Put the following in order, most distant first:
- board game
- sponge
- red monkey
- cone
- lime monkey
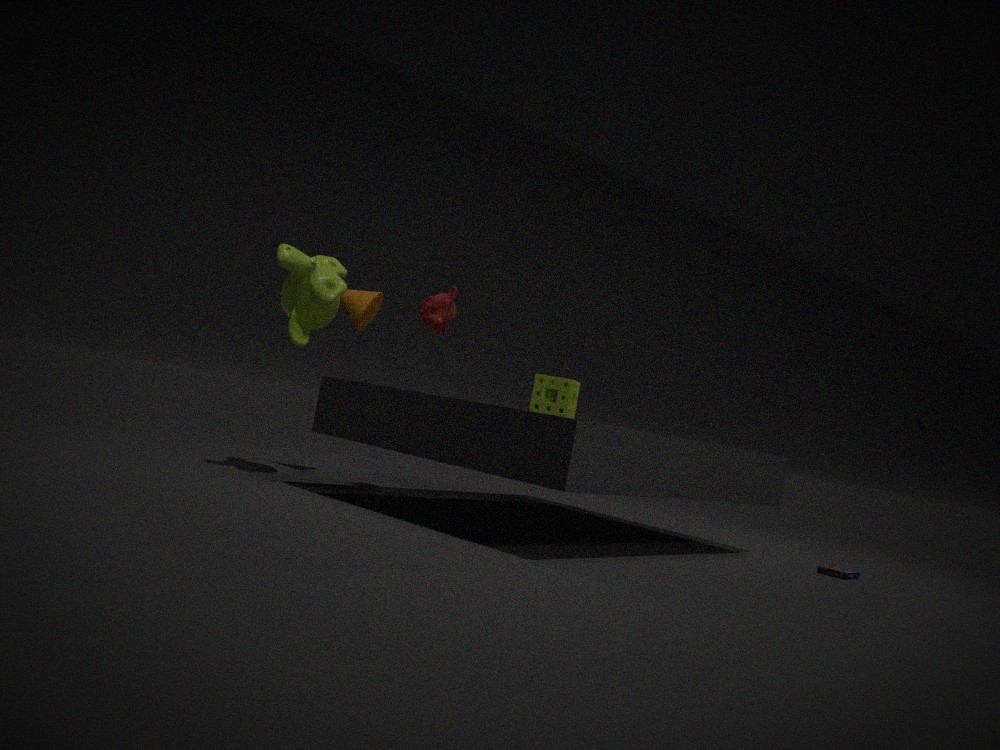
cone, sponge, red monkey, board game, lime monkey
